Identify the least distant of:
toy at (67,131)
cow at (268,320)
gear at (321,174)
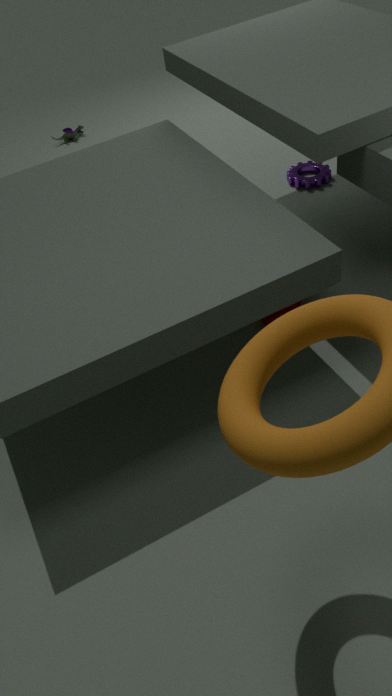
cow at (268,320)
